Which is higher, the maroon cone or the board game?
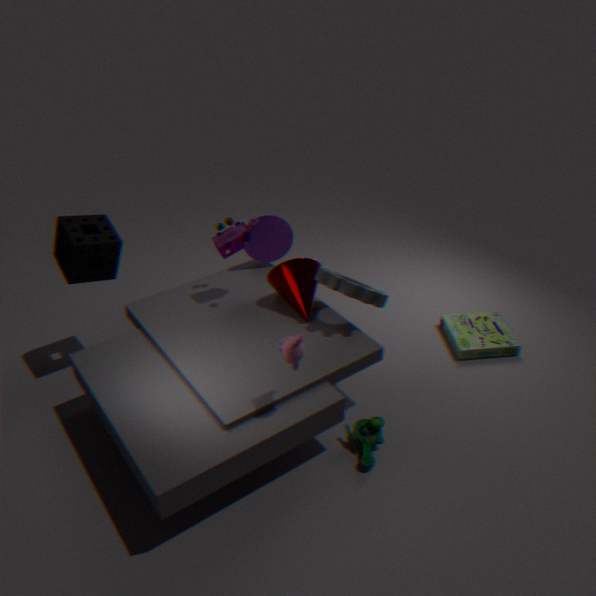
the maroon cone
